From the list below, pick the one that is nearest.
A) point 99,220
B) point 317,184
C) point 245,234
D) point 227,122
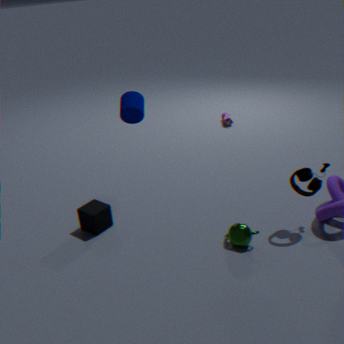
point 245,234
